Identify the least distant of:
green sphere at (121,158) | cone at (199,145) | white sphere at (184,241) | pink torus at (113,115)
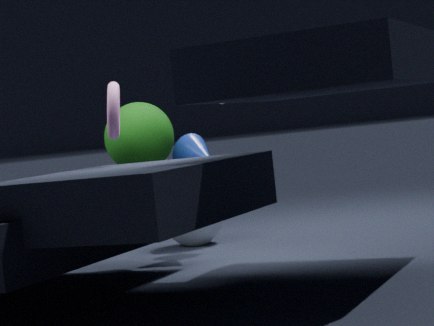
pink torus at (113,115)
